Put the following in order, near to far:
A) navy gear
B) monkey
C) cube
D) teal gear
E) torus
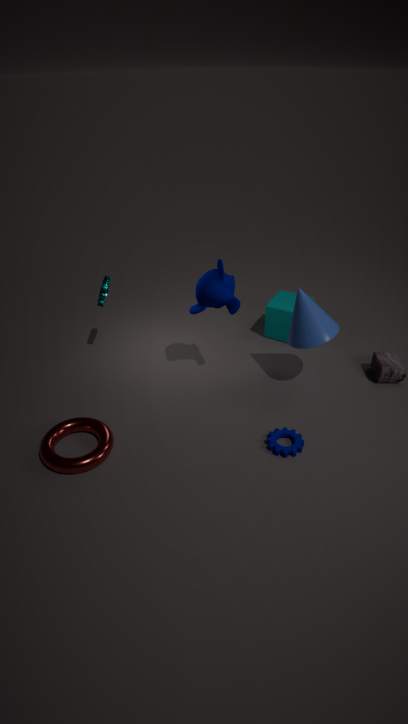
torus < navy gear < monkey < teal gear < cube
